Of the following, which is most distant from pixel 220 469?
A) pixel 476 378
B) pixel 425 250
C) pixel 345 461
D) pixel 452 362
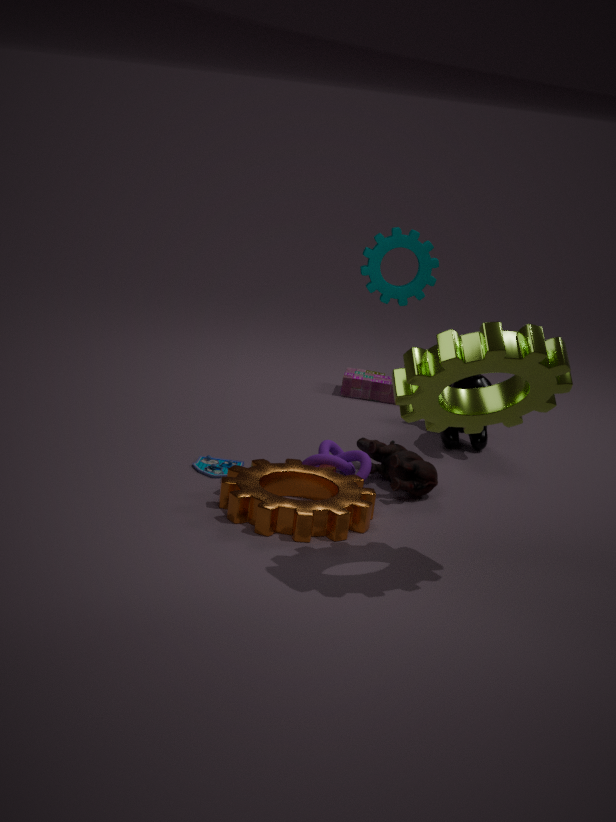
pixel 452 362
